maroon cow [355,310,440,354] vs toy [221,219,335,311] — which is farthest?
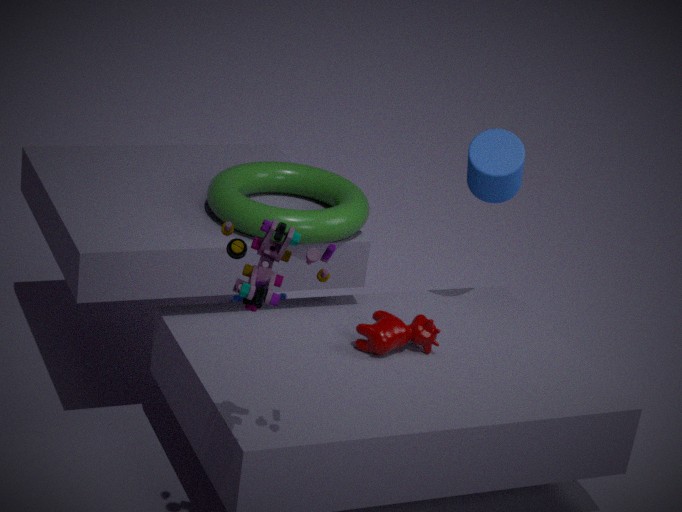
maroon cow [355,310,440,354]
